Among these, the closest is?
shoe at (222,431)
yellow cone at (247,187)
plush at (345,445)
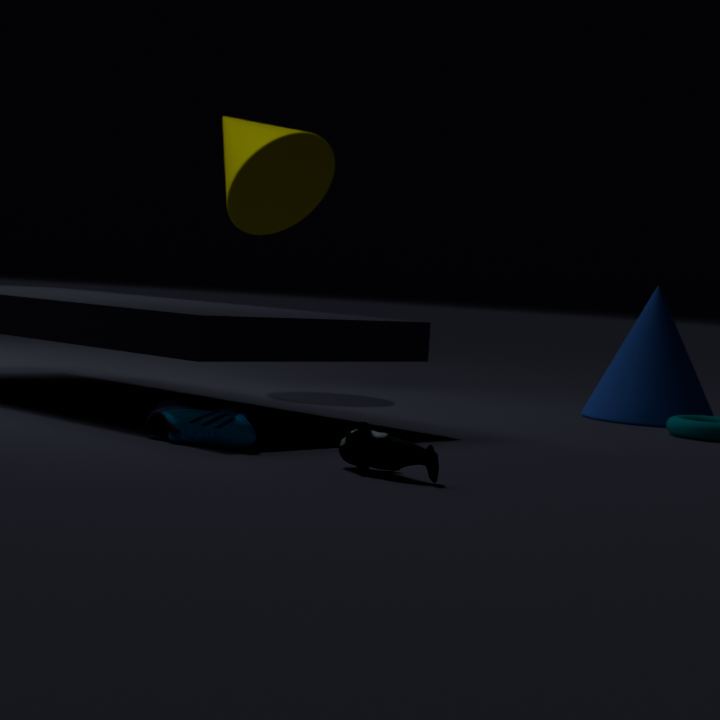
plush at (345,445)
